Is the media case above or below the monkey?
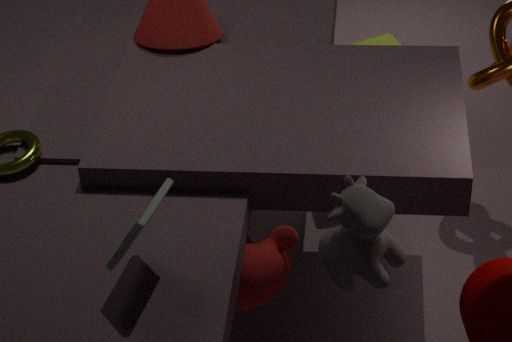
above
